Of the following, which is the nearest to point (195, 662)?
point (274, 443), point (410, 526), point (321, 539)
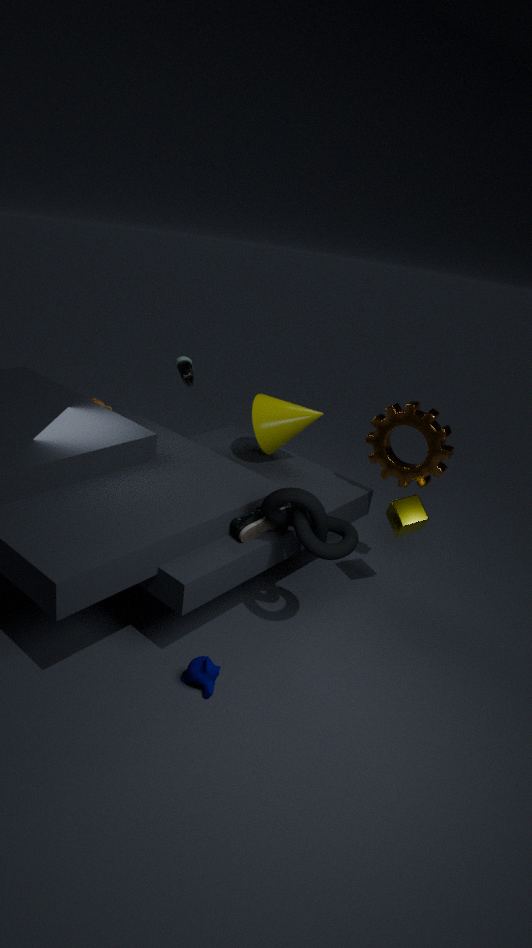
point (321, 539)
